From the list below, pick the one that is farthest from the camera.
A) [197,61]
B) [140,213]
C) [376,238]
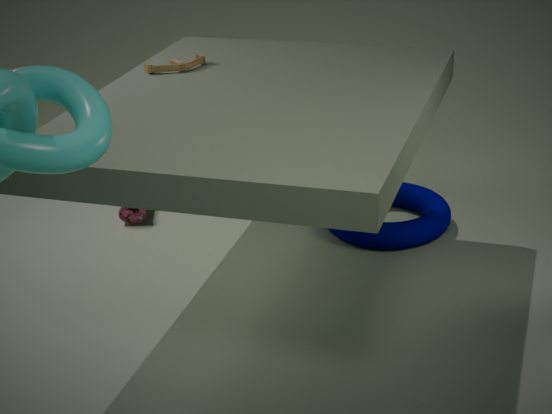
[140,213]
